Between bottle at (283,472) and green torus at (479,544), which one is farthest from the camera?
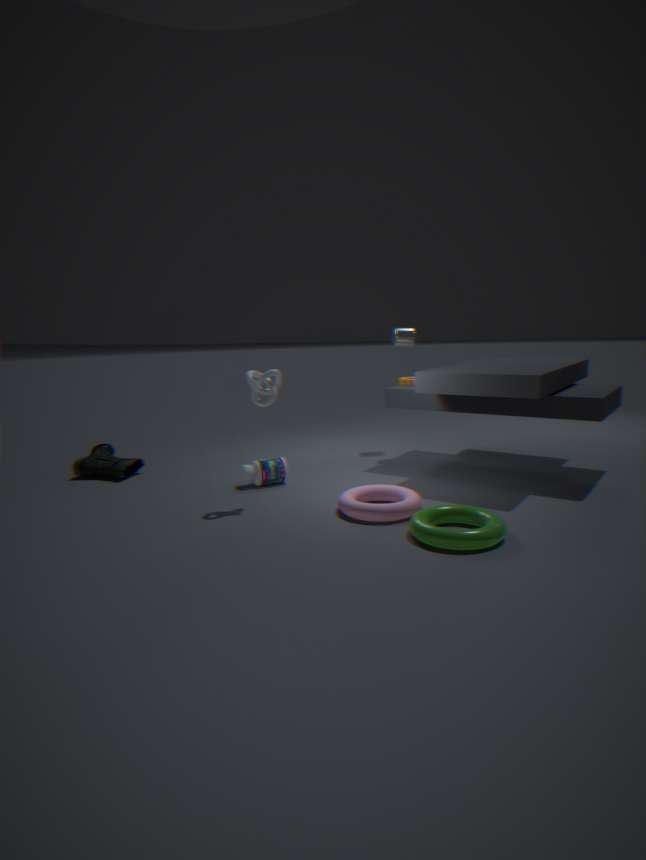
bottle at (283,472)
